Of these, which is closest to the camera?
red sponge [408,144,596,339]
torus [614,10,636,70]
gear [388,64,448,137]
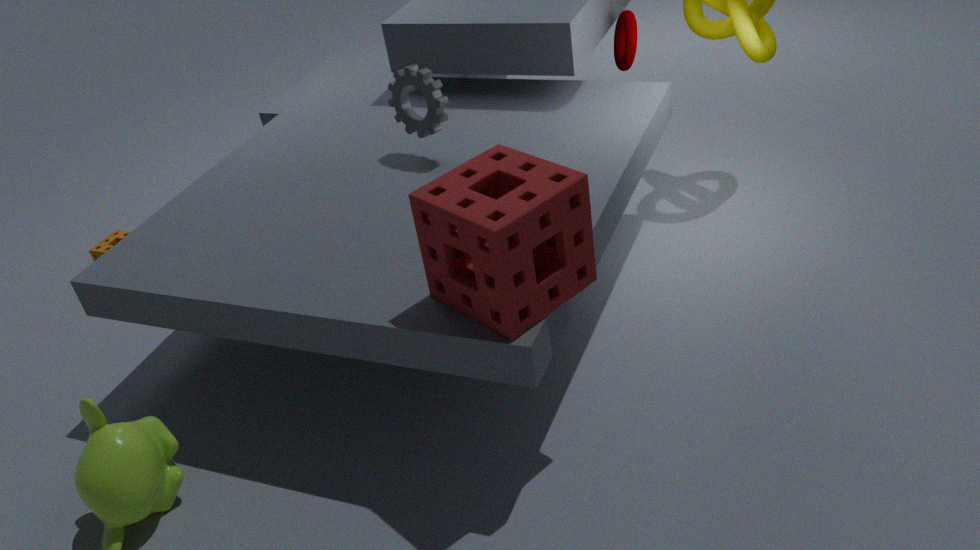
red sponge [408,144,596,339]
